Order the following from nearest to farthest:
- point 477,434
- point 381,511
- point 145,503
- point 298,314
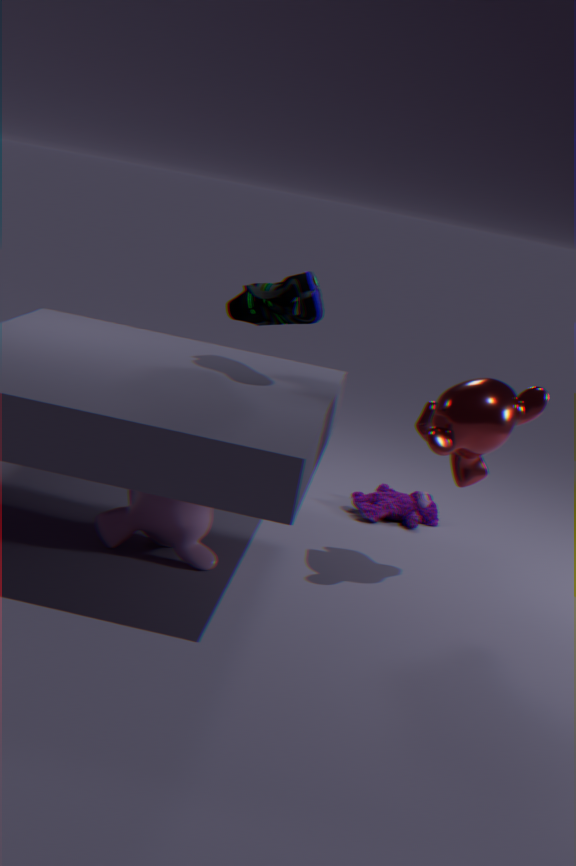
1. point 477,434
2. point 298,314
3. point 145,503
4. point 381,511
